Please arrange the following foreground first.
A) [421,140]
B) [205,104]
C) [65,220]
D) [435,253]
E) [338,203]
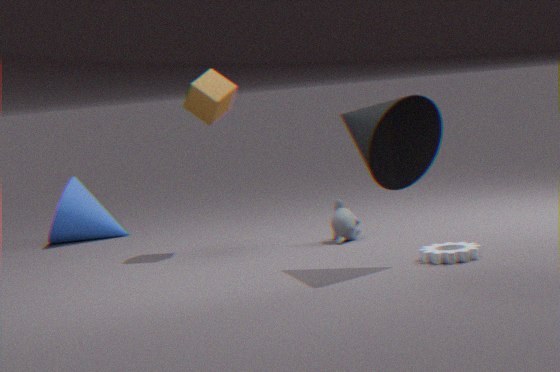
[421,140] < [435,253] < [205,104] < [338,203] < [65,220]
